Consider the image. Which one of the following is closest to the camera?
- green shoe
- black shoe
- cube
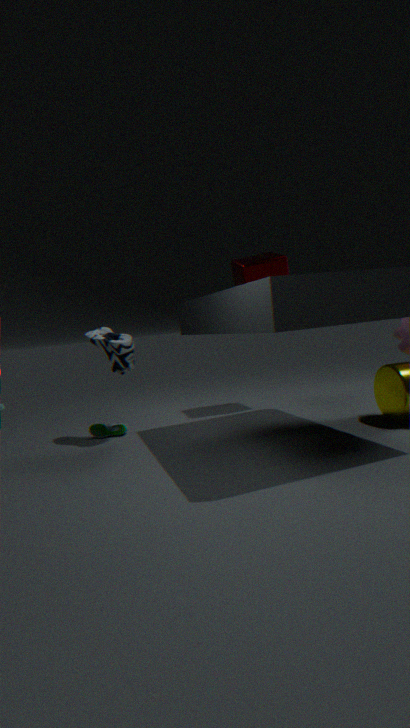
black shoe
